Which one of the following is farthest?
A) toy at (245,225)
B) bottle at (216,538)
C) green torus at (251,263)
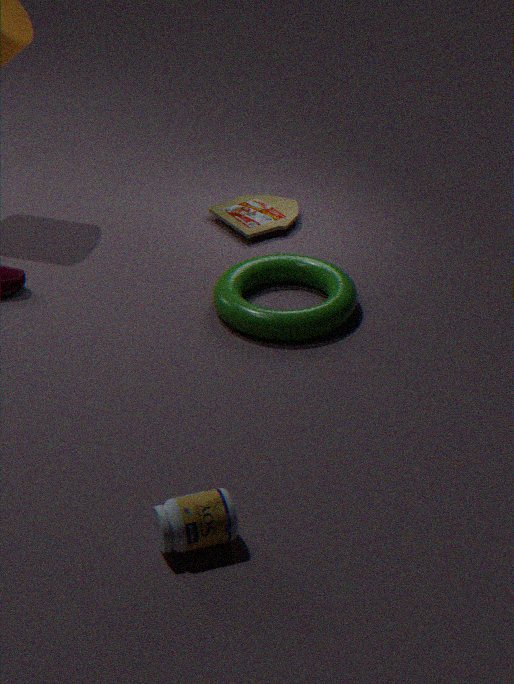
toy at (245,225)
